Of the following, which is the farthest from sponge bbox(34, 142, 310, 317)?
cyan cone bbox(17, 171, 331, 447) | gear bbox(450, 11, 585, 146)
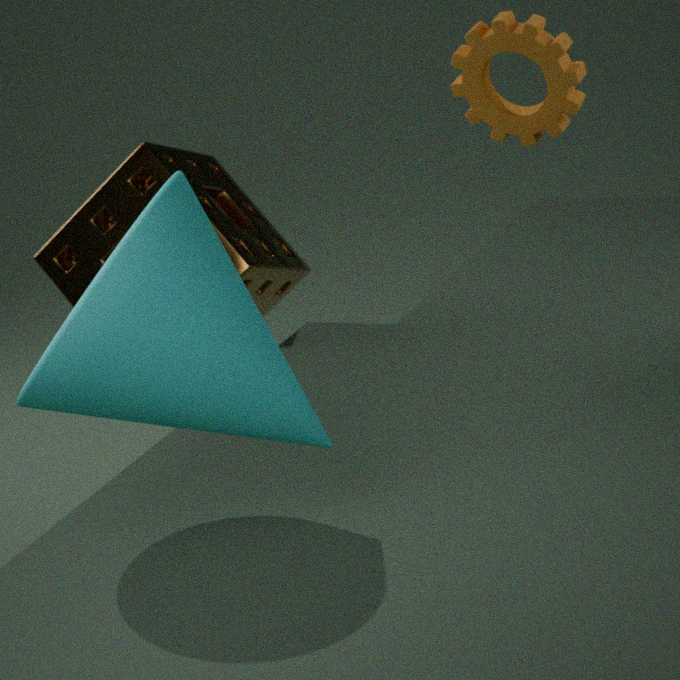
cyan cone bbox(17, 171, 331, 447)
